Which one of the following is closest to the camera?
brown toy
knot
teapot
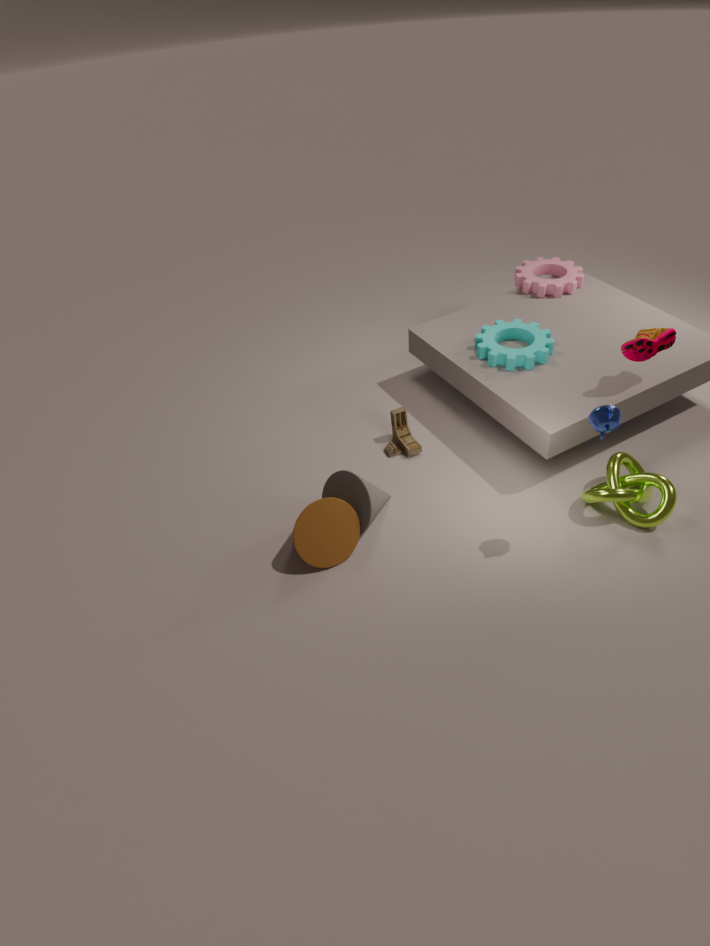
teapot
